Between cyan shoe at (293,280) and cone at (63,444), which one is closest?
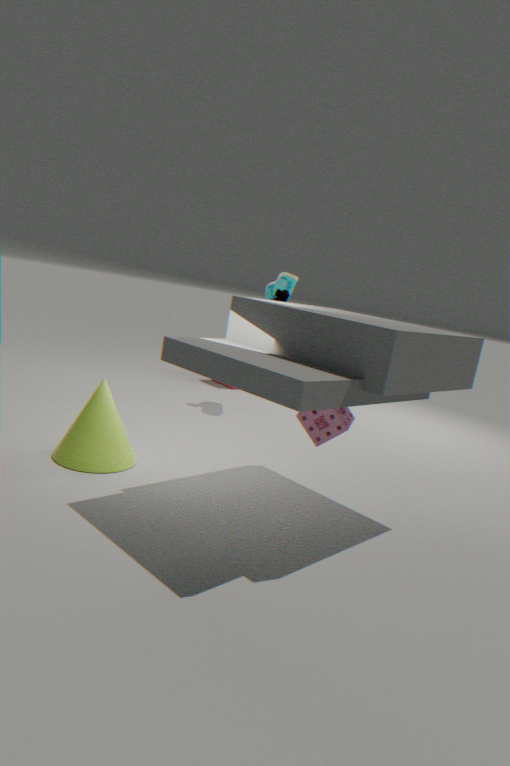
cone at (63,444)
